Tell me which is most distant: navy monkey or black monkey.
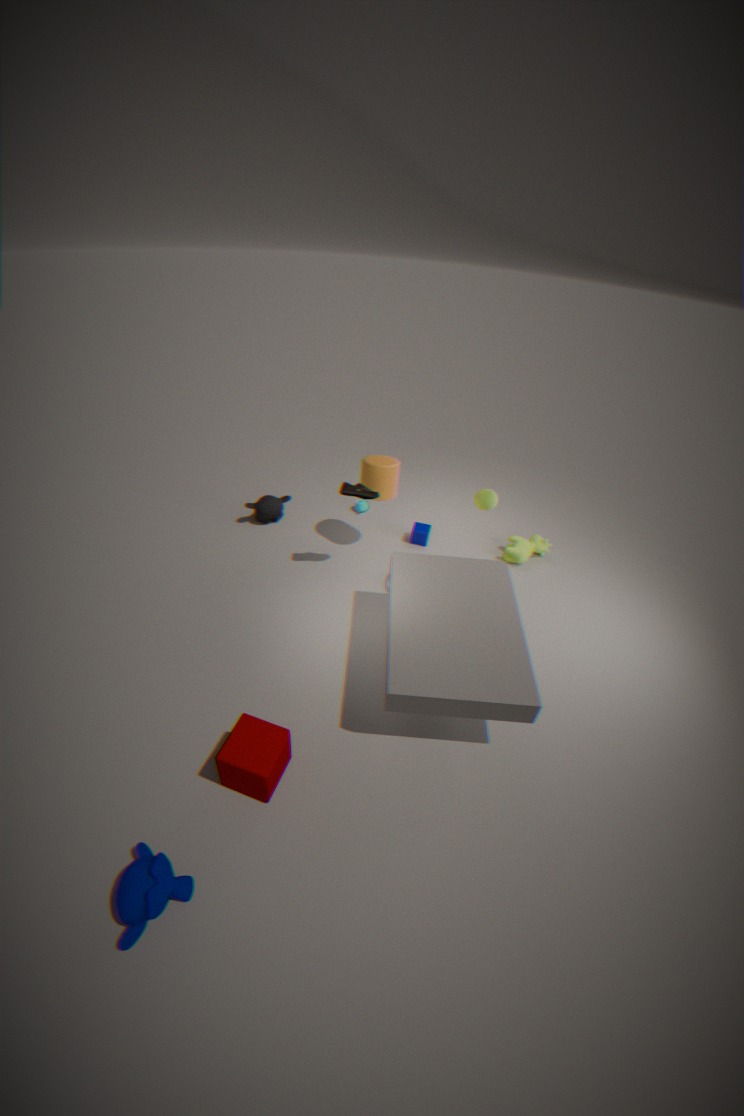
black monkey
